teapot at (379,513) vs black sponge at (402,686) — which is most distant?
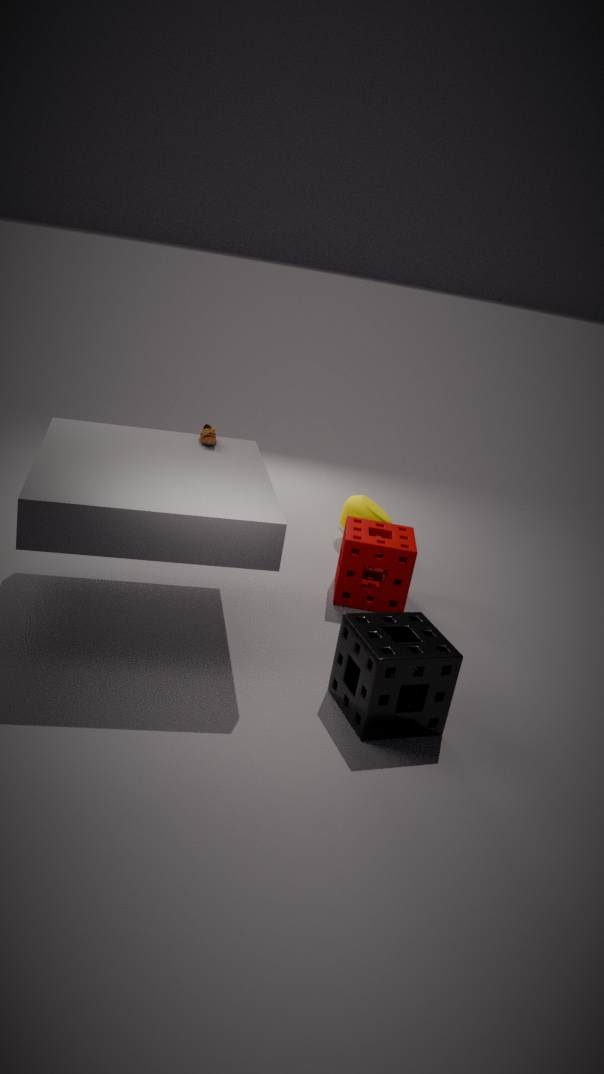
teapot at (379,513)
